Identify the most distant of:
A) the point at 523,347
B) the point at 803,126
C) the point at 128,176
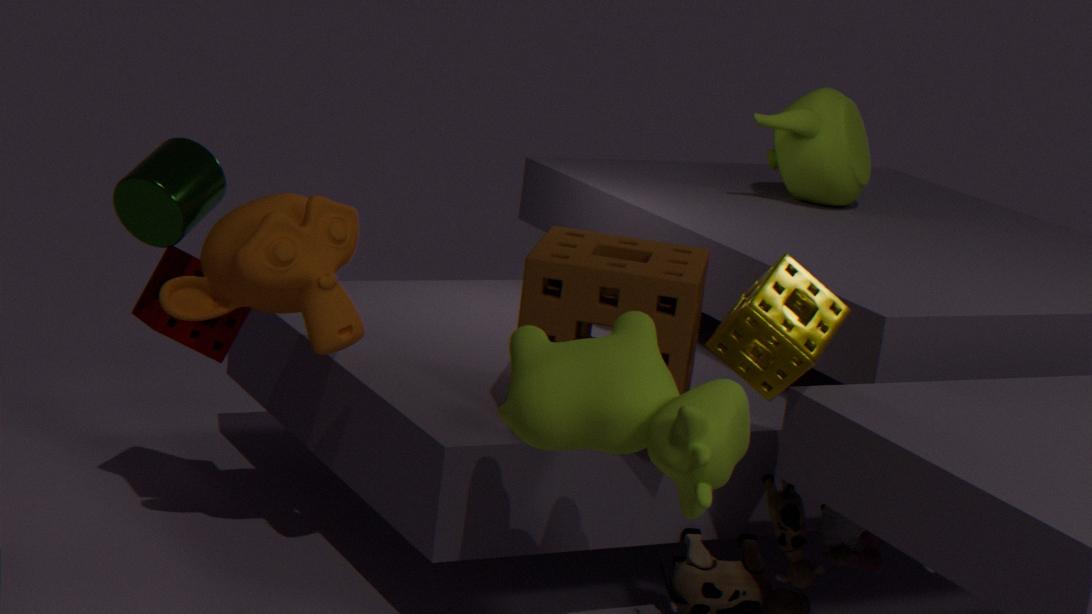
the point at 803,126
